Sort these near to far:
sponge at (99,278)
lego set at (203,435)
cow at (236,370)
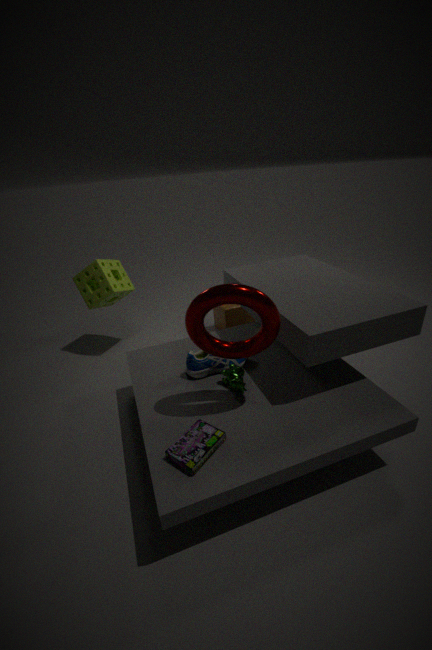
lego set at (203,435) → cow at (236,370) → sponge at (99,278)
